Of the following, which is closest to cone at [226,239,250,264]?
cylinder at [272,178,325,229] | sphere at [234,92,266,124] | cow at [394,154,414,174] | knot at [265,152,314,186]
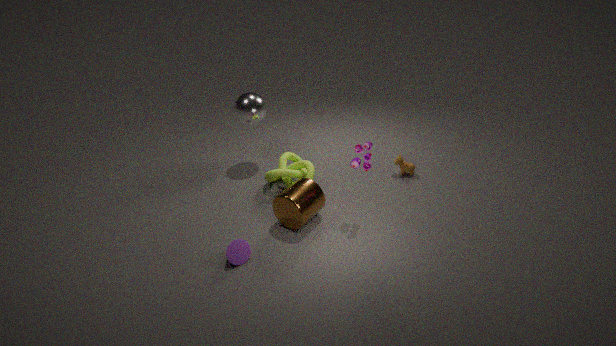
cylinder at [272,178,325,229]
